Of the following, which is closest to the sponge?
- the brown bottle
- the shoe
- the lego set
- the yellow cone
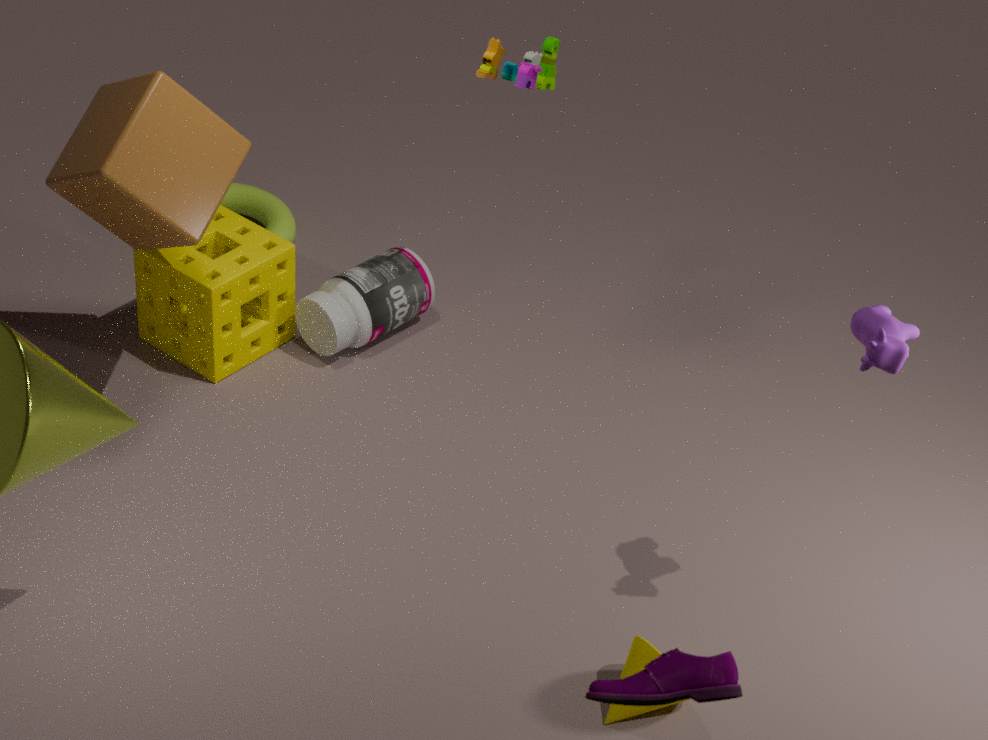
the brown bottle
